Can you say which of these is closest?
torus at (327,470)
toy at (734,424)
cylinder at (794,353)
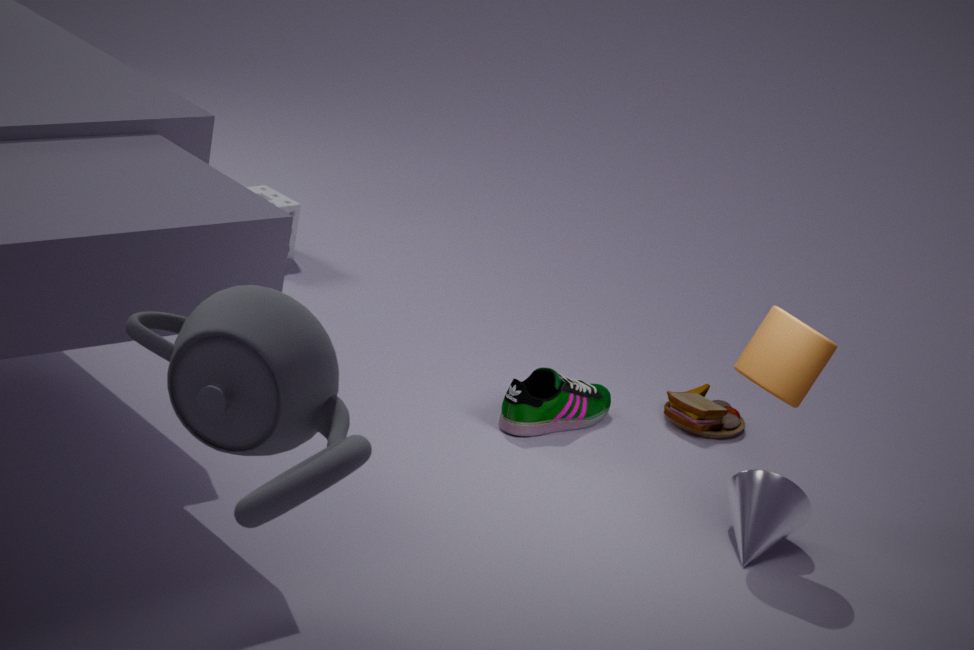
torus at (327,470)
